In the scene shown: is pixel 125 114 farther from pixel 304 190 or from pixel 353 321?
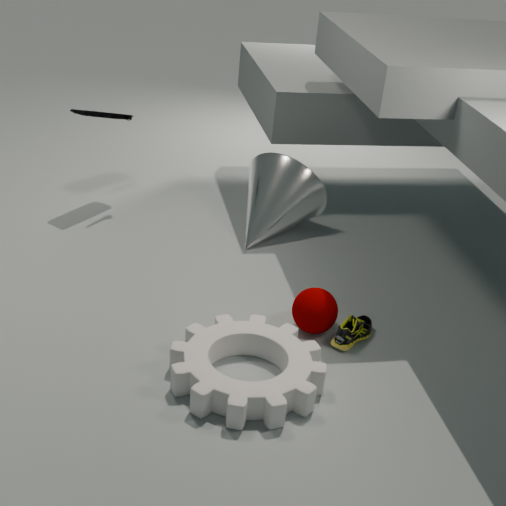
pixel 353 321
